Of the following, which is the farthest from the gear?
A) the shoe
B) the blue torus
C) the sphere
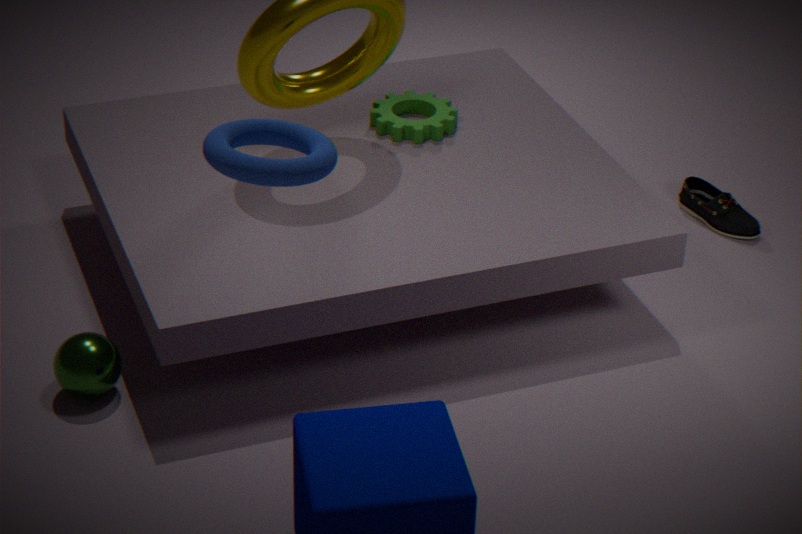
the blue torus
